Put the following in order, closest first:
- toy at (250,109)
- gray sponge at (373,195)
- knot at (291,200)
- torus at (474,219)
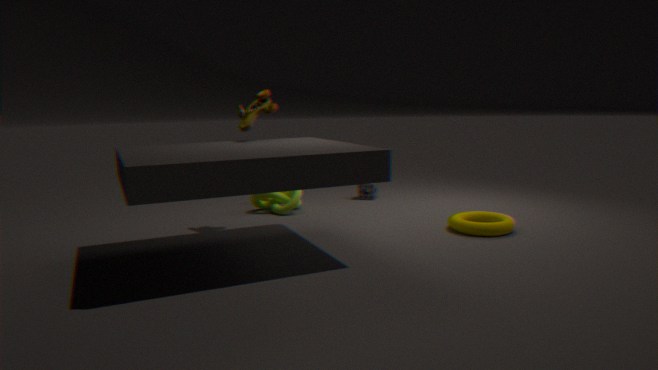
1. torus at (474,219)
2. toy at (250,109)
3. knot at (291,200)
4. gray sponge at (373,195)
